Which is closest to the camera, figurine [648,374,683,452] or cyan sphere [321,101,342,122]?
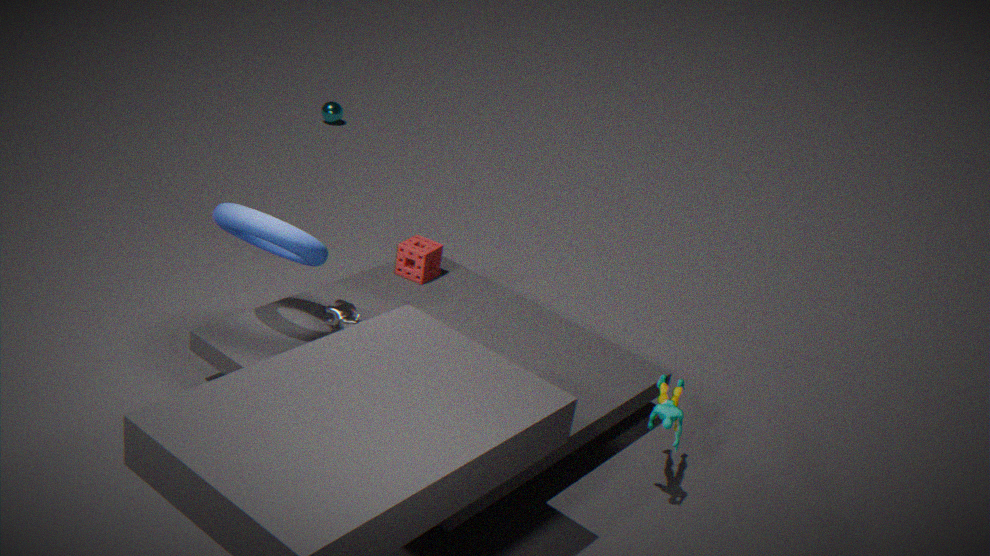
figurine [648,374,683,452]
